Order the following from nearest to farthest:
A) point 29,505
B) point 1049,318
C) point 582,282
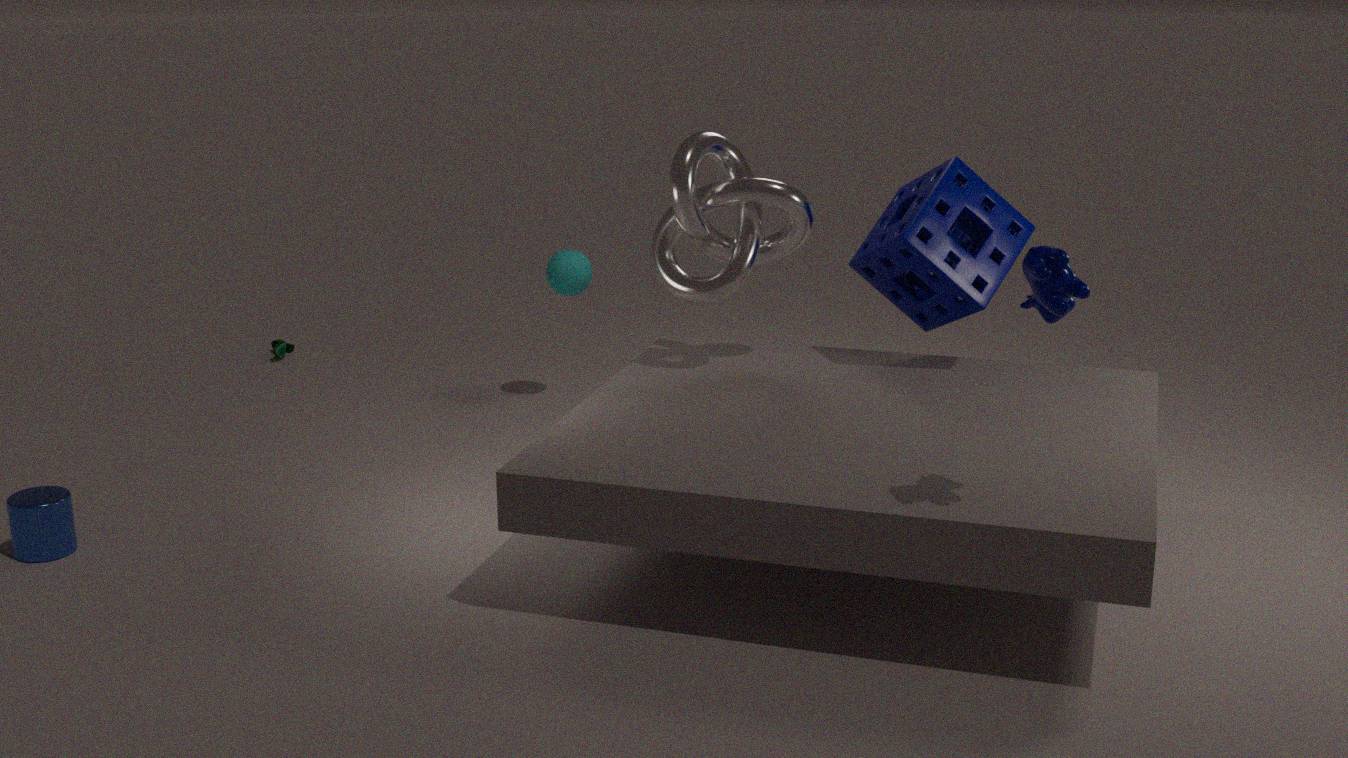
B. point 1049,318 < A. point 29,505 < C. point 582,282
